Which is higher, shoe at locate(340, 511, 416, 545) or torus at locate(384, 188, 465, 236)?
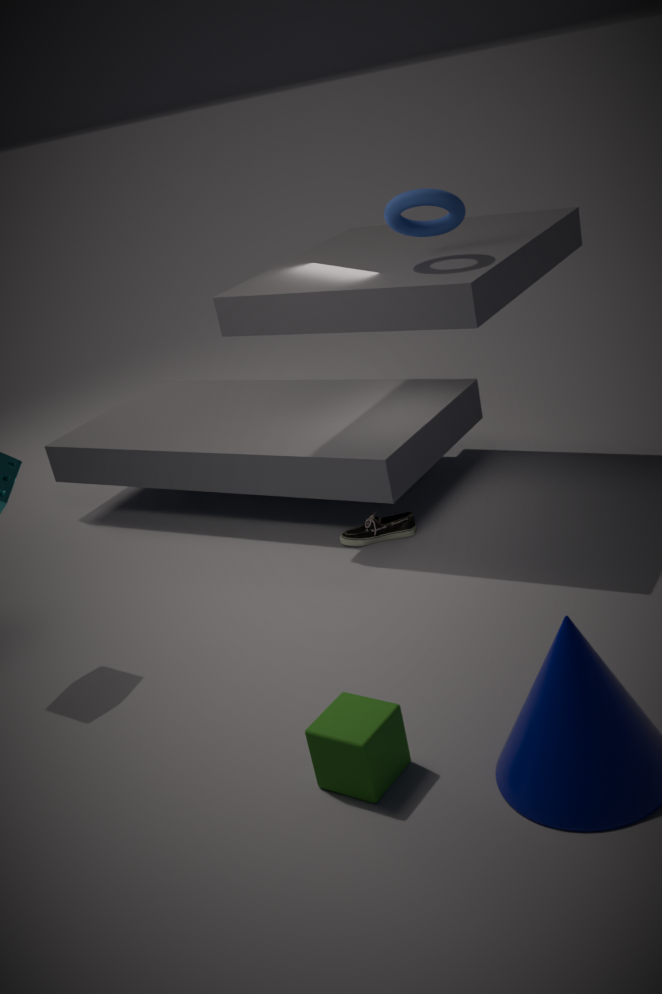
torus at locate(384, 188, 465, 236)
